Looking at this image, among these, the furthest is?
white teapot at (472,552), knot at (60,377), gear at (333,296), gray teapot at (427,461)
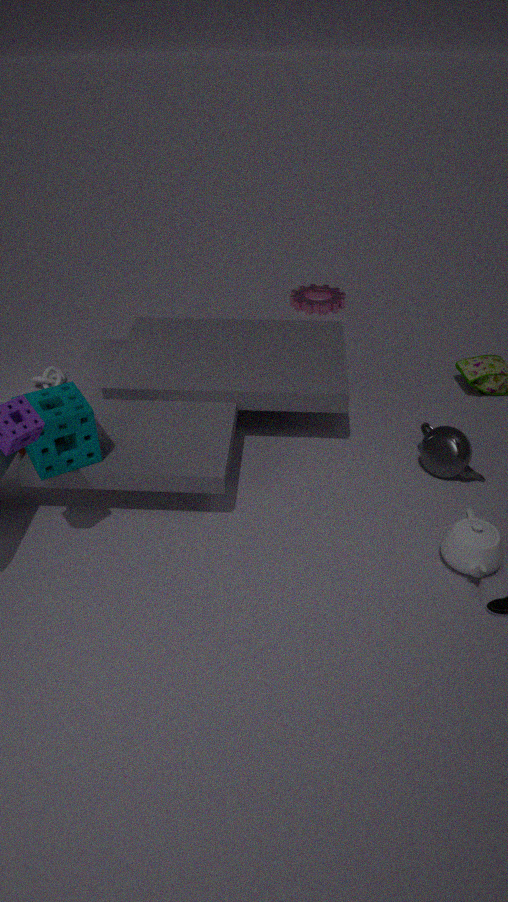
gear at (333,296)
